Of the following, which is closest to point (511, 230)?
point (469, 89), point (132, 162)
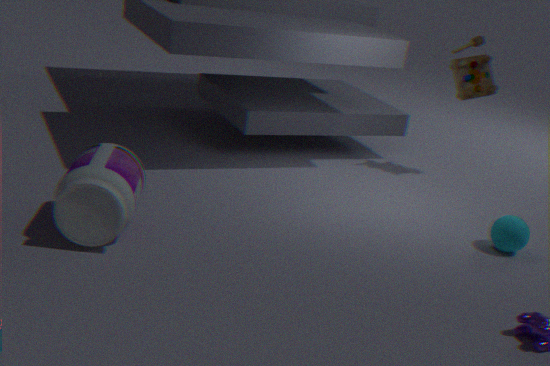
point (469, 89)
